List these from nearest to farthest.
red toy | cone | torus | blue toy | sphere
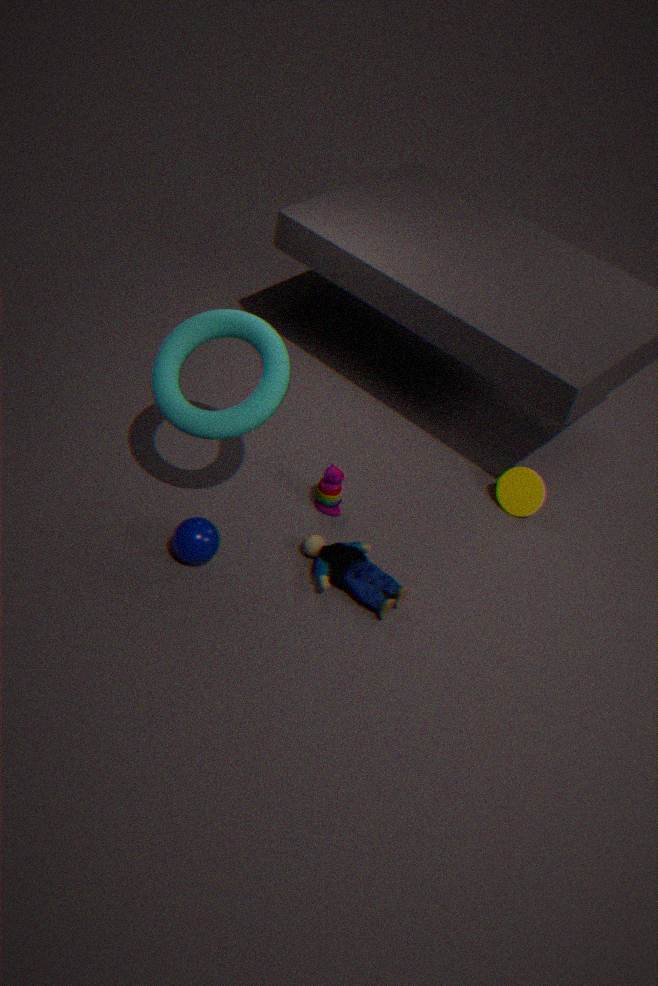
torus, sphere, blue toy, red toy, cone
